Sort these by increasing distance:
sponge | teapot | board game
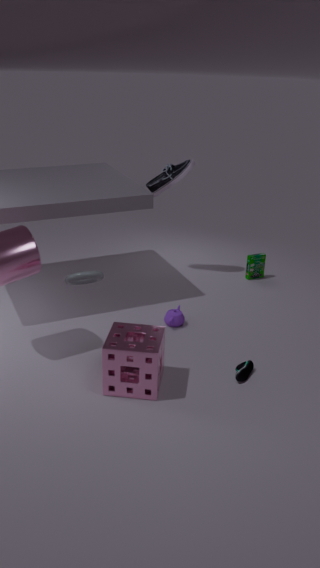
sponge < teapot < board game
